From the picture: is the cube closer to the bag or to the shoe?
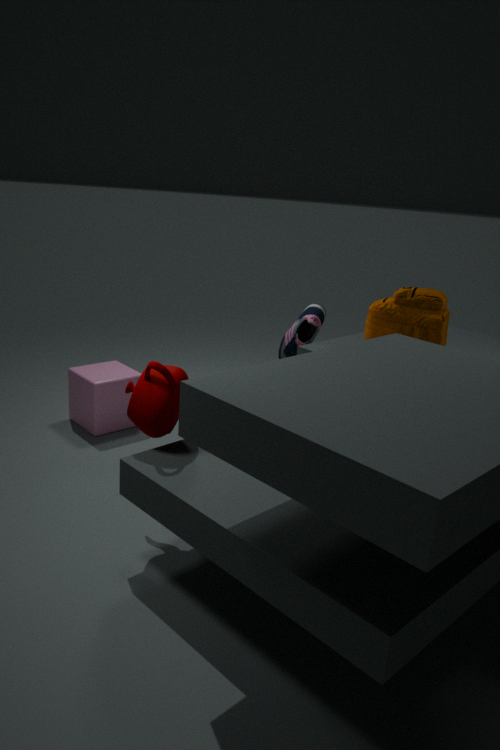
the shoe
